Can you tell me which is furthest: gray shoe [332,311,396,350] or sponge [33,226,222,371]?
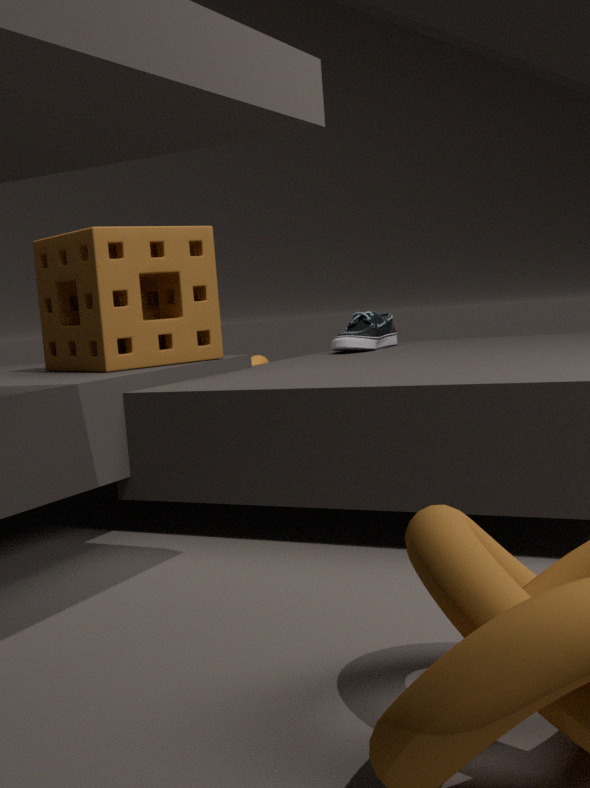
gray shoe [332,311,396,350]
